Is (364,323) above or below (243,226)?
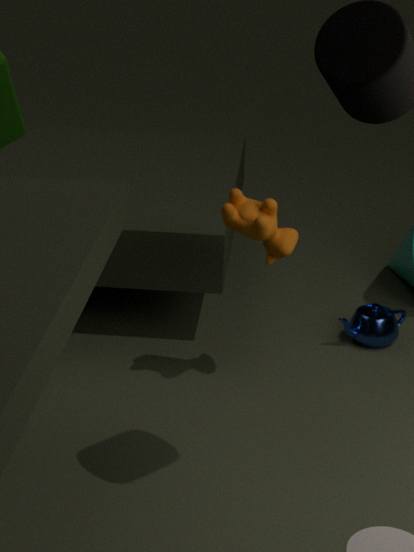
below
